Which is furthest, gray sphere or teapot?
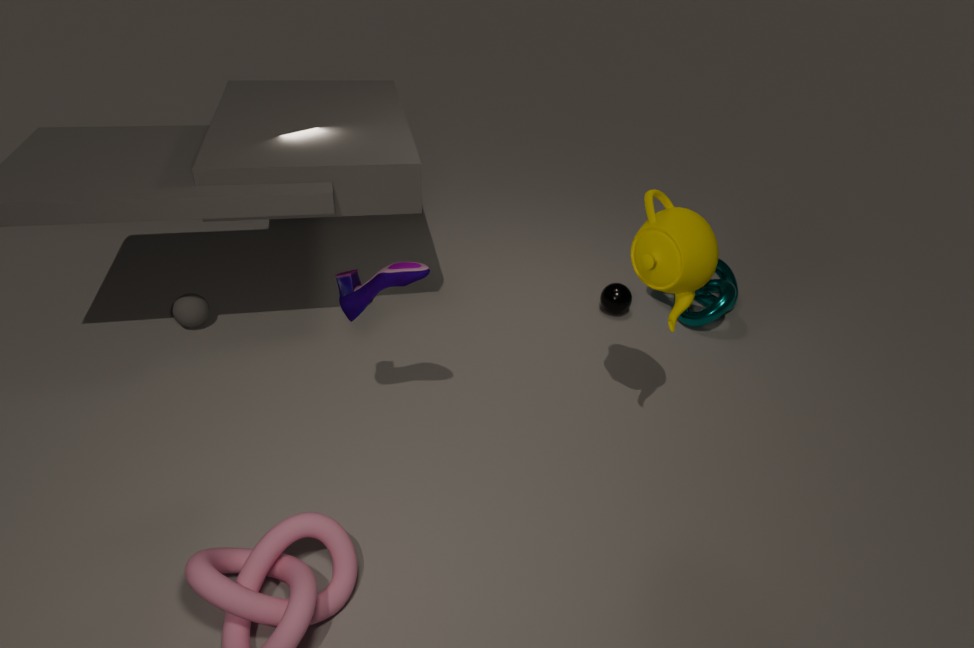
gray sphere
